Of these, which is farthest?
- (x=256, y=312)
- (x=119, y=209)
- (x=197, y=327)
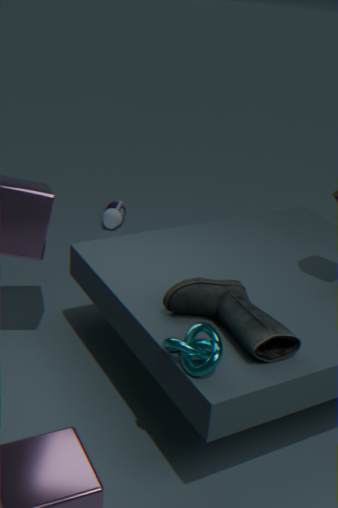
(x=119, y=209)
